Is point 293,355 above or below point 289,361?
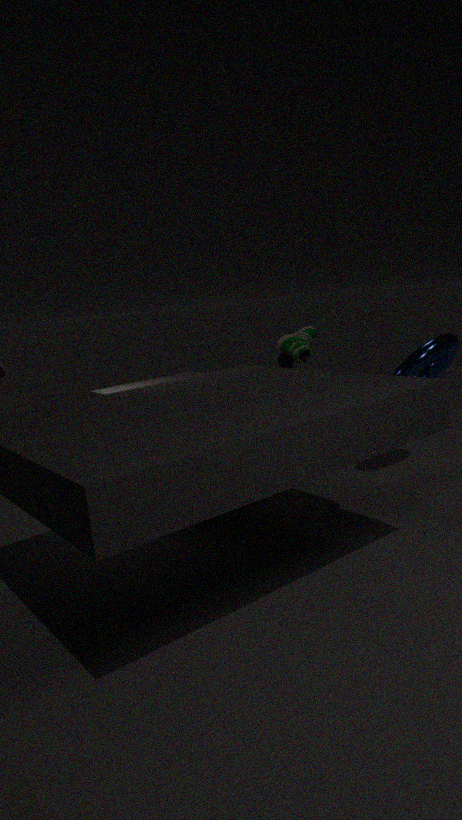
above
